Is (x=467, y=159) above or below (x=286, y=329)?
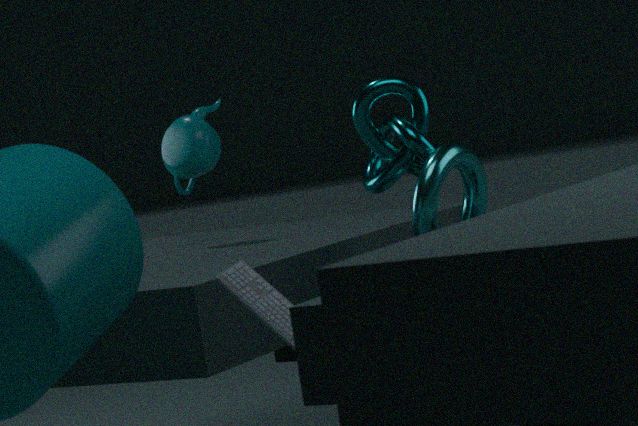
above
